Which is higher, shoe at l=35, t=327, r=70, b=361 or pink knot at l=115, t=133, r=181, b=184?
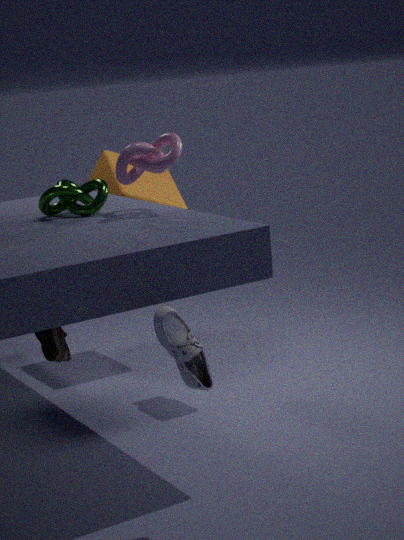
pink knot at l=115, t=133, r=181, b=184
